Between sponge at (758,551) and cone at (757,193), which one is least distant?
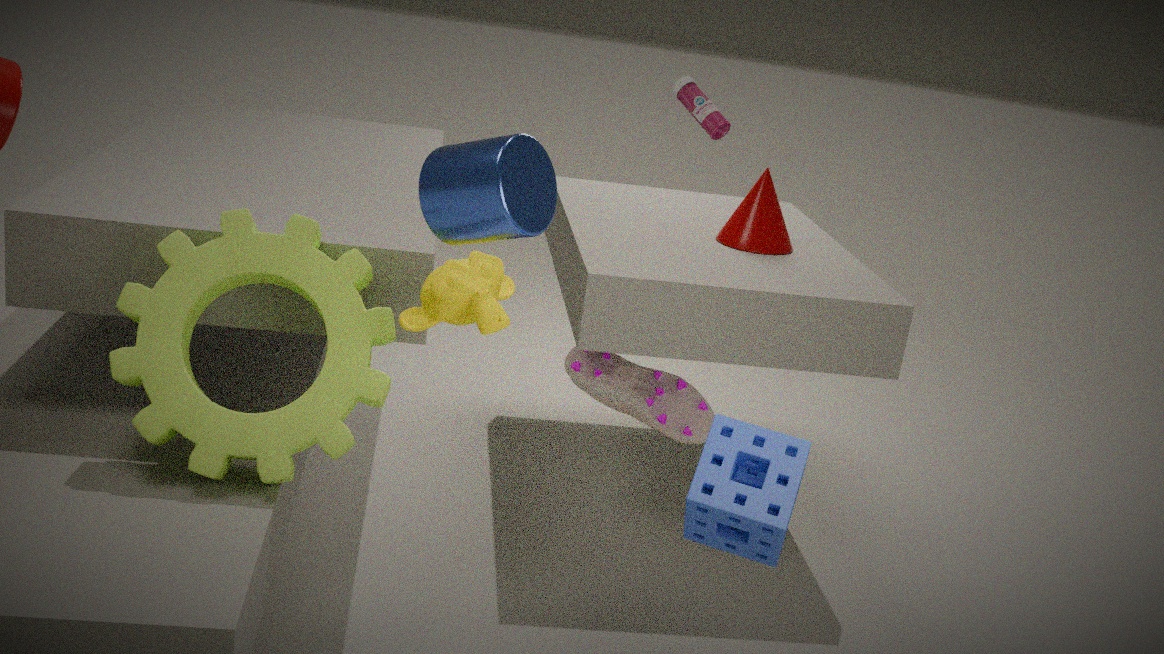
sponge at (758,551)
